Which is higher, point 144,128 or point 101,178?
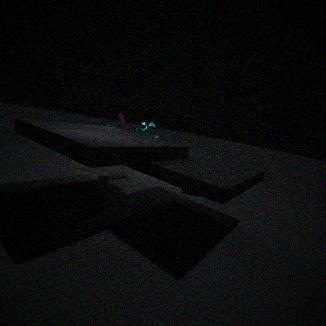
point 144,128
